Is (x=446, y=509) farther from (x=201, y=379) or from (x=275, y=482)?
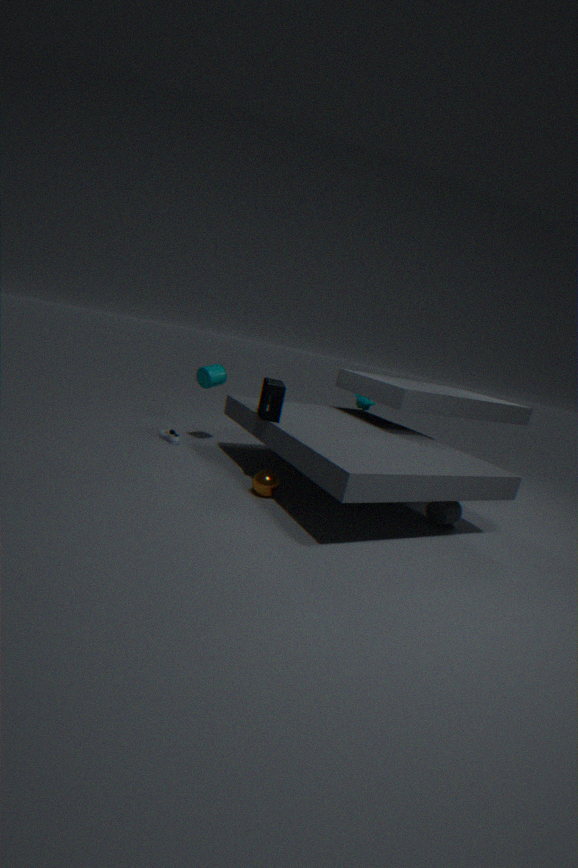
(x=201, y=379)
